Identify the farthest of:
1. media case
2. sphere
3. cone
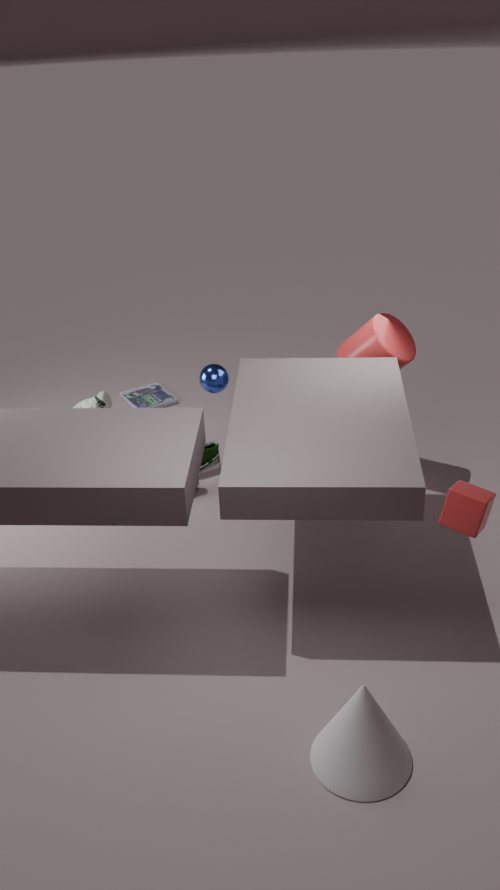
media case
